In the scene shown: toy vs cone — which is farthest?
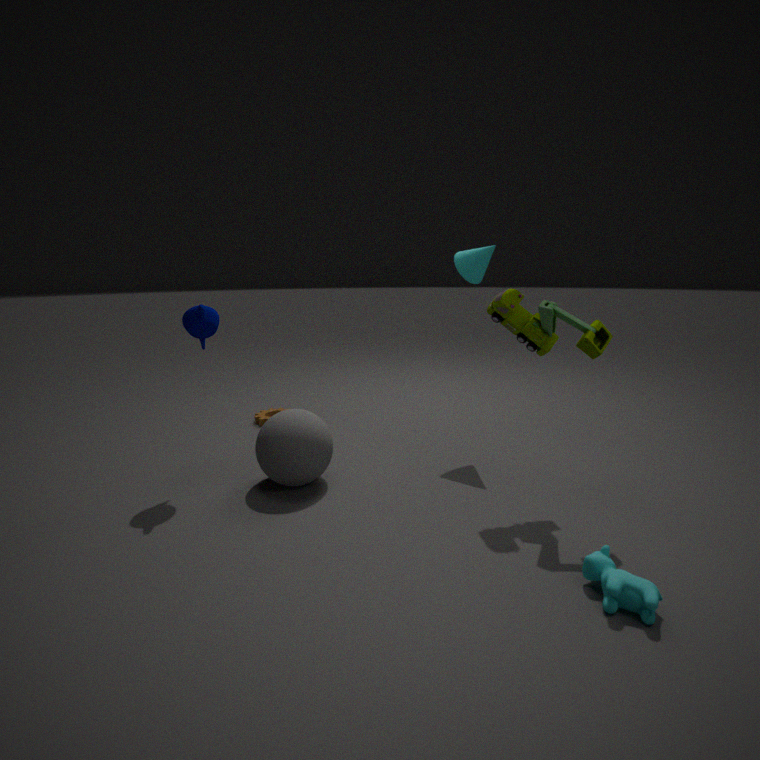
cone
